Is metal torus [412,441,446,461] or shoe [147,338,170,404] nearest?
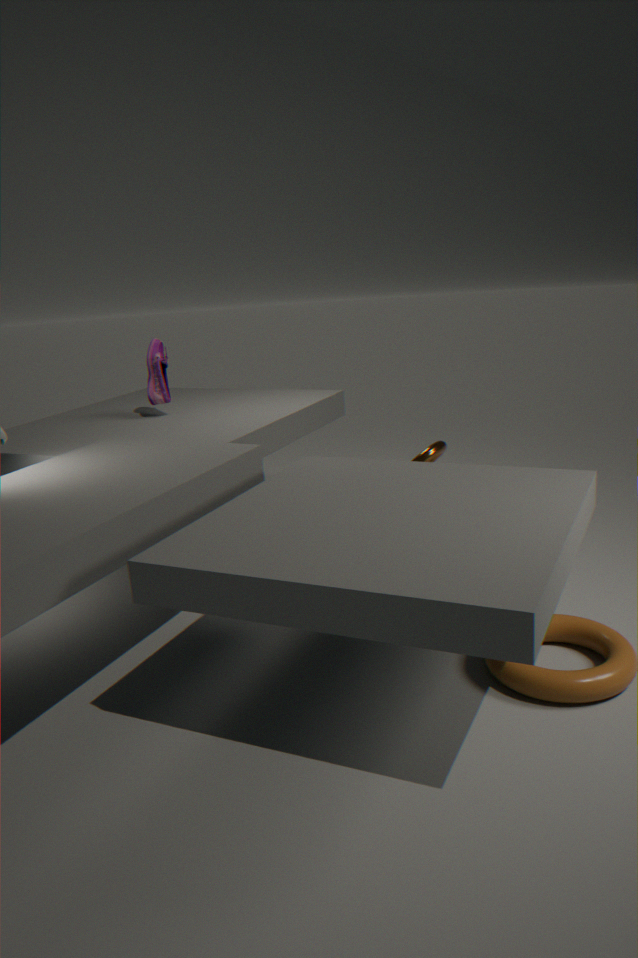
metal torus [412,441,446,461]
